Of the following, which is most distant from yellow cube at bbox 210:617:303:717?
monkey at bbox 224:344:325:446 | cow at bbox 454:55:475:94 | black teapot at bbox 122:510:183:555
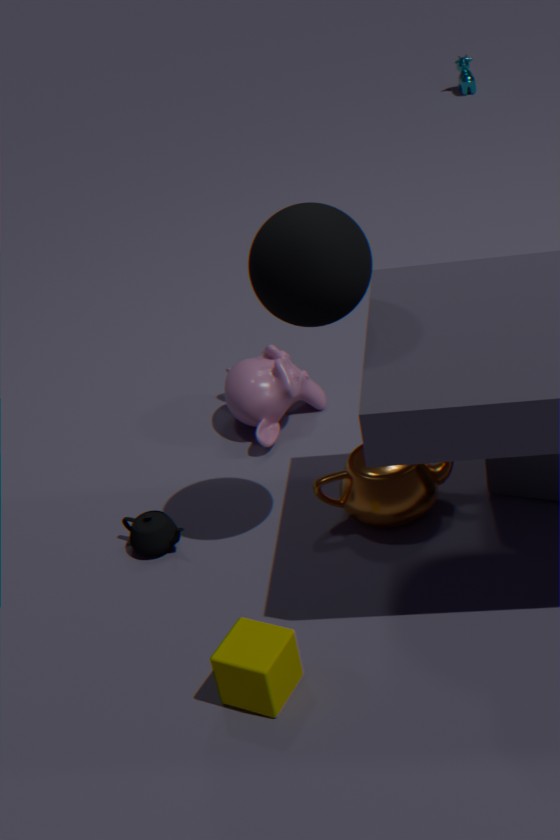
cow at bbox 454:55:475:94
